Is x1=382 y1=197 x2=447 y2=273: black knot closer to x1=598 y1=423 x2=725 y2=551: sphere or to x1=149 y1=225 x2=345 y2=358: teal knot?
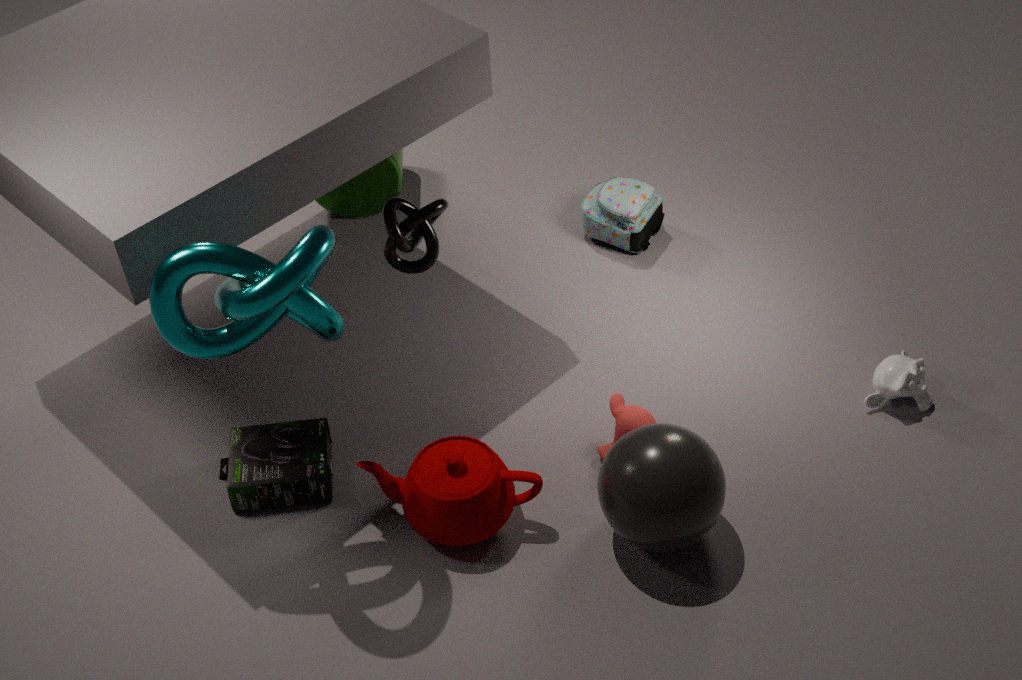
x1=149 y1=225 x2=345 y2=358: teal knot
